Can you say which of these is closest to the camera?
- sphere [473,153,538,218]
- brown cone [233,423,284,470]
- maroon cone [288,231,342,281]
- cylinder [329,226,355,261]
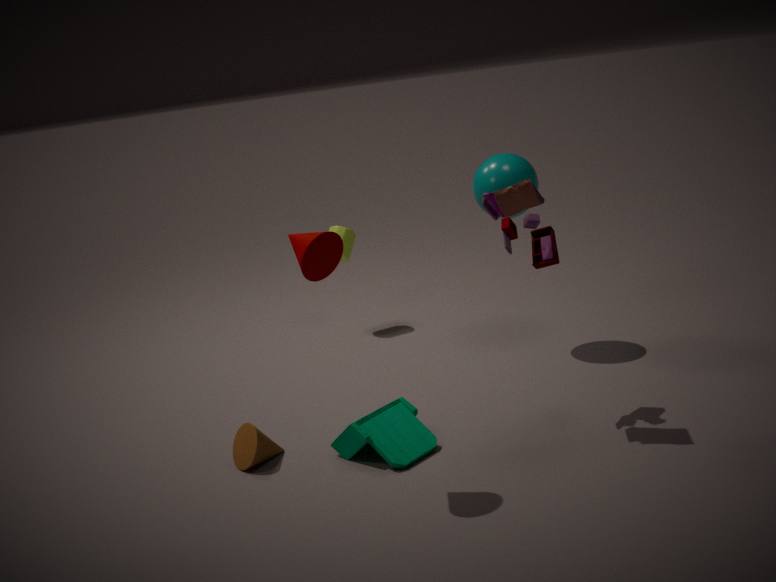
maroon cone [288,231,342,281]
